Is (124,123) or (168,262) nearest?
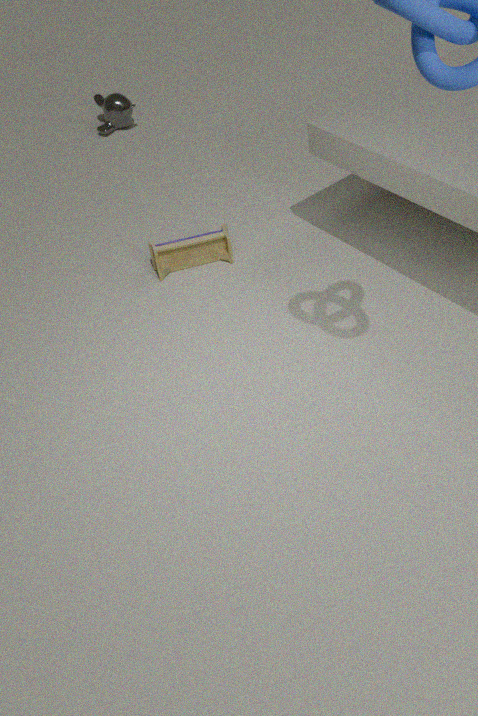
(168,262)
